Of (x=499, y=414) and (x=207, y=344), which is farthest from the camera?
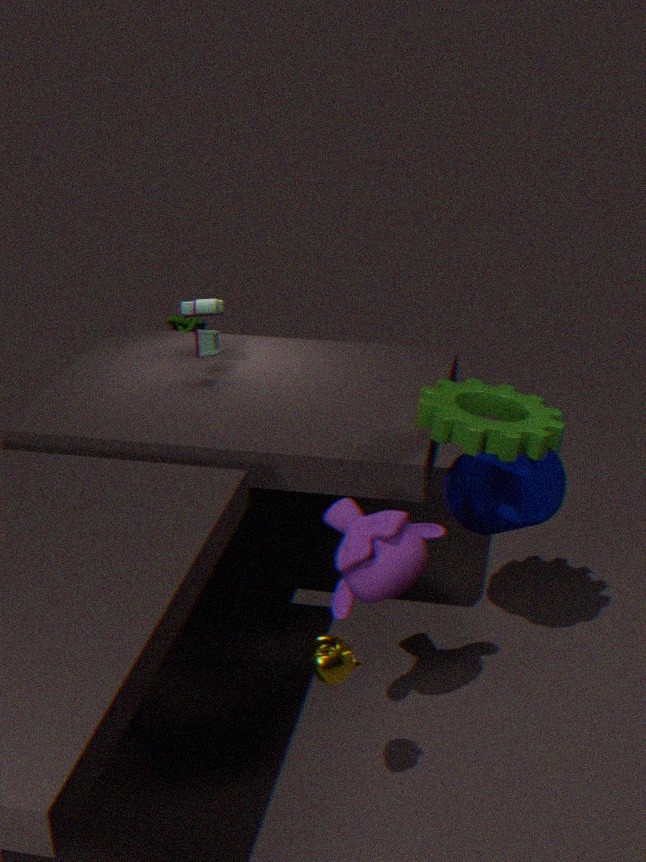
(x=207, y=344)
